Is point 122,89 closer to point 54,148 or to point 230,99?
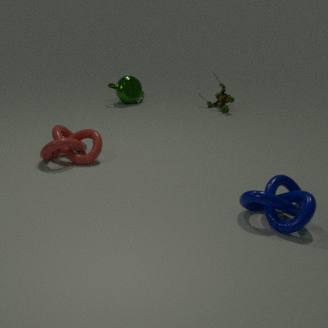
point 230,99
